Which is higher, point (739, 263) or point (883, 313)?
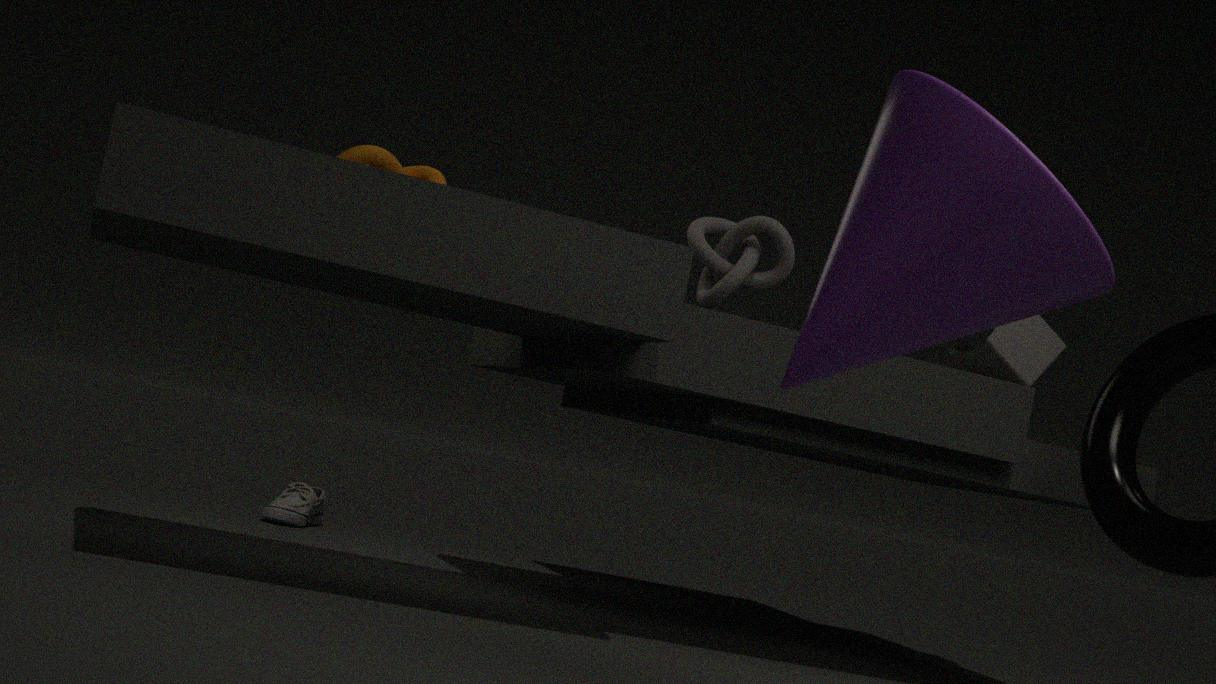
point (739, 263)
